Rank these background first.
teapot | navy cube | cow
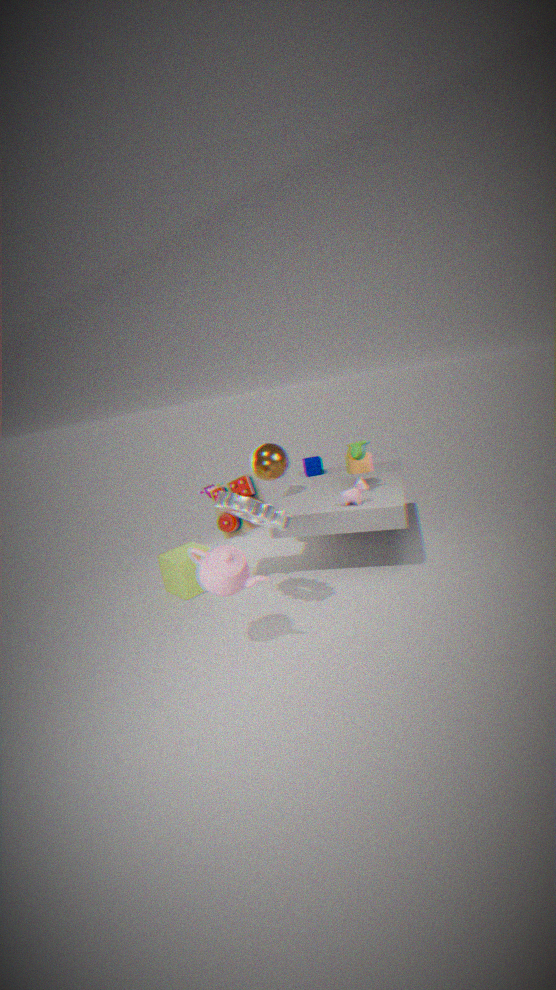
navy cube → cow → teapot
